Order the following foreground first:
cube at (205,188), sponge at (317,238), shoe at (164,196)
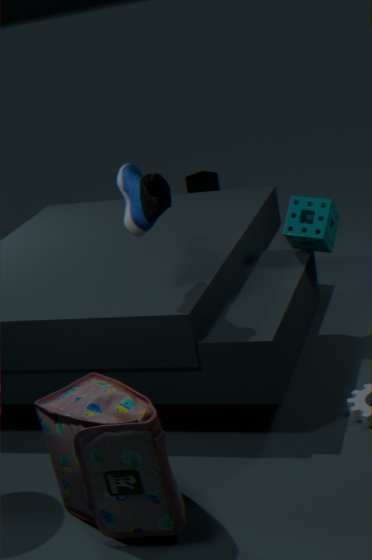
shoe at (164,196), sponge at (317,238), cube at (205,188)
